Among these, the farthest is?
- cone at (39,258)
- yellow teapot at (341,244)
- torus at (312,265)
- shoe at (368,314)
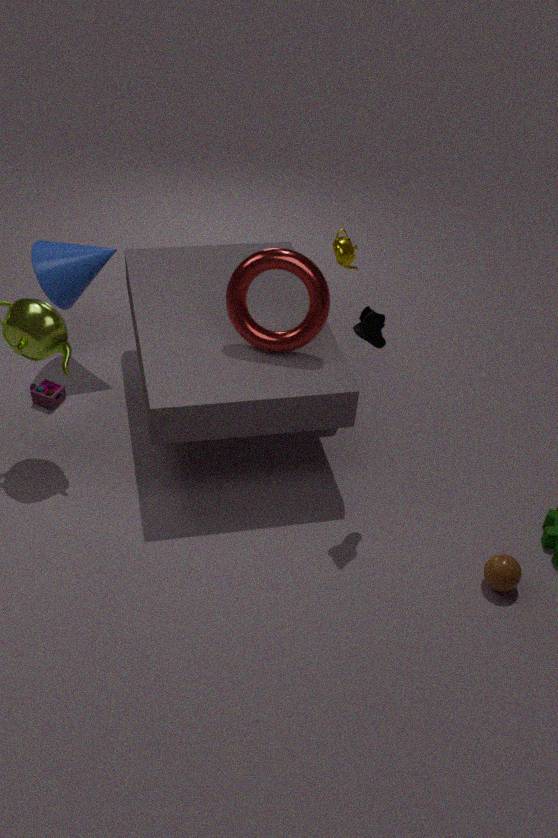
cone at (39,258)
